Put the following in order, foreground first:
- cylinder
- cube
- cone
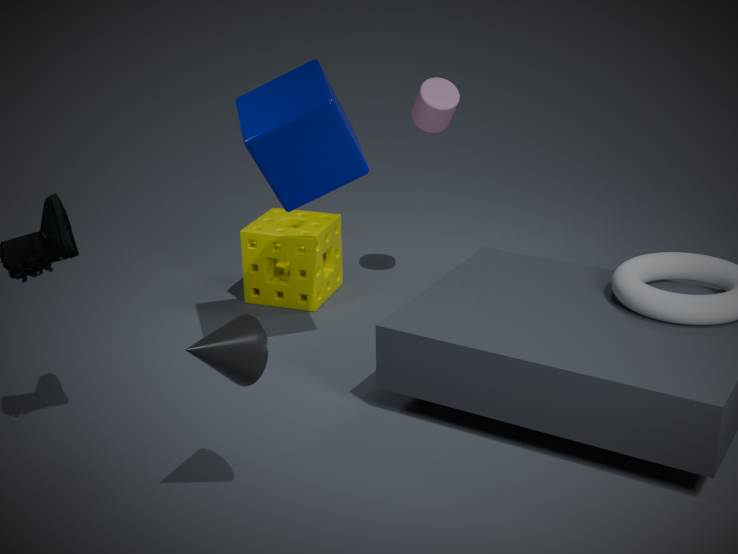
1. cone
2. cube
3. cylinder
